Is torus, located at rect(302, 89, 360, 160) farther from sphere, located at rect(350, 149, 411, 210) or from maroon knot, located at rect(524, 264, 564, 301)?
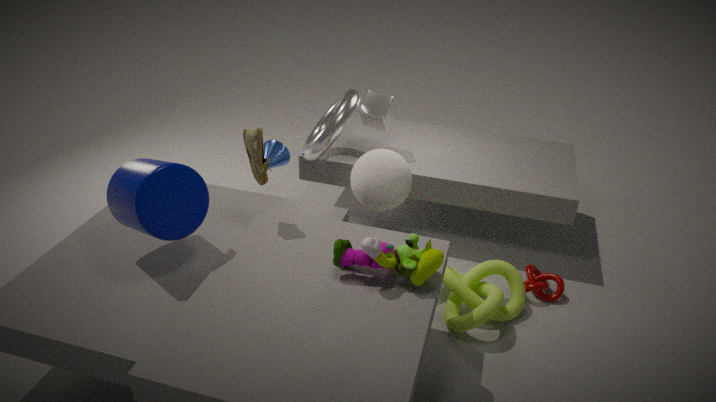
maroon knot, located at rect(524, 264, 564, 301)
